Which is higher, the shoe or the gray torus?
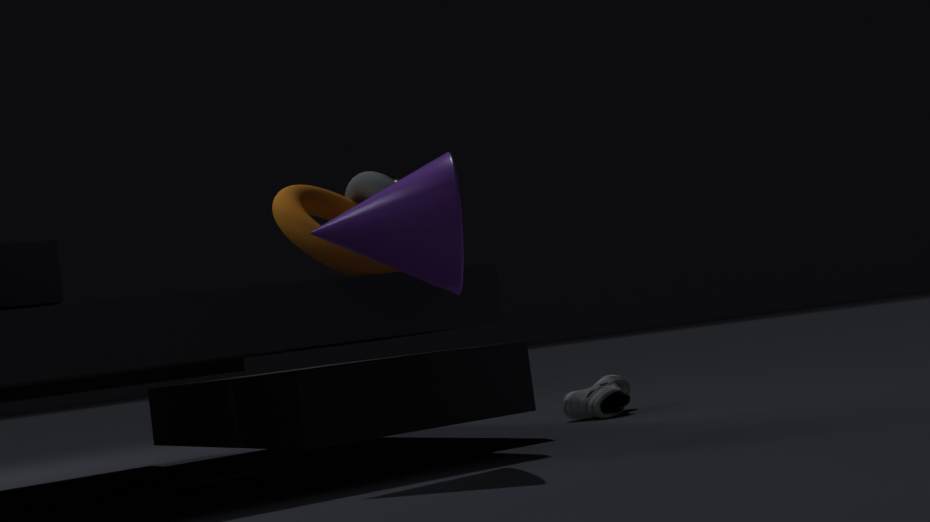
the gray torus
